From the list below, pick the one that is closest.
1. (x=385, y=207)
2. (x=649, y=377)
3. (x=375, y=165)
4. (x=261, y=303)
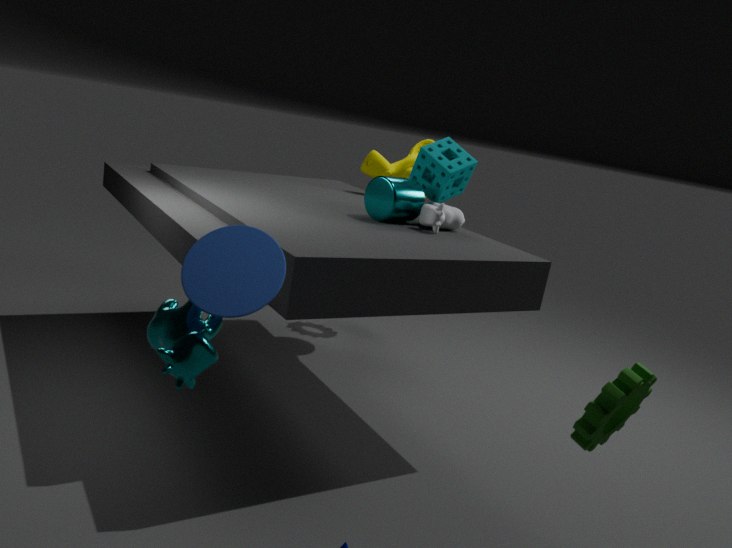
(x=261, y=303)
